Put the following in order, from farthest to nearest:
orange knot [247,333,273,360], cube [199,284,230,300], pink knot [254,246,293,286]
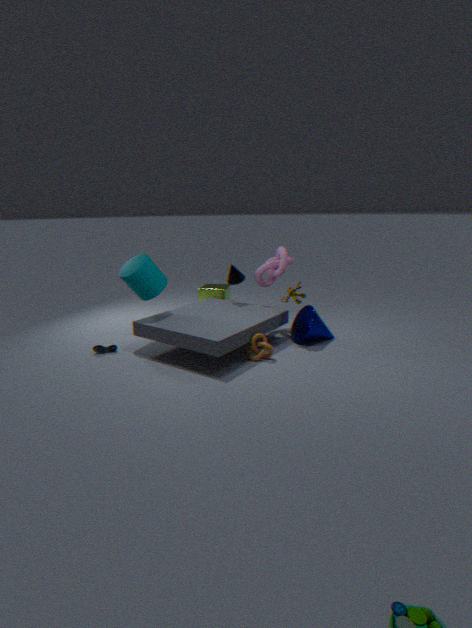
cube [199,284,230,300], pink knot [254,246,293,286], orange knot [247,333,273,360]
